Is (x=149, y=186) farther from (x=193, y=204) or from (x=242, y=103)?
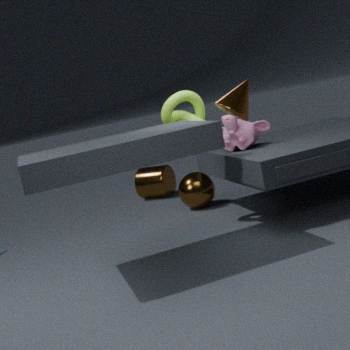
(x=242, y=103)
